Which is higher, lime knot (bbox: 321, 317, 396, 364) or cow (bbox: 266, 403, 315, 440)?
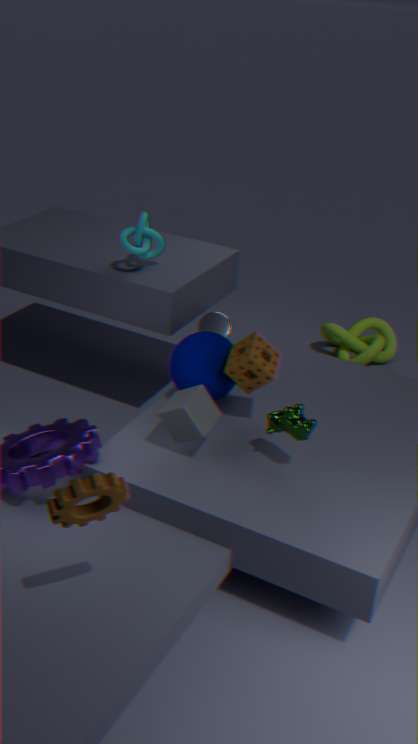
cow (bbox: 266, 403, 315, 440)
